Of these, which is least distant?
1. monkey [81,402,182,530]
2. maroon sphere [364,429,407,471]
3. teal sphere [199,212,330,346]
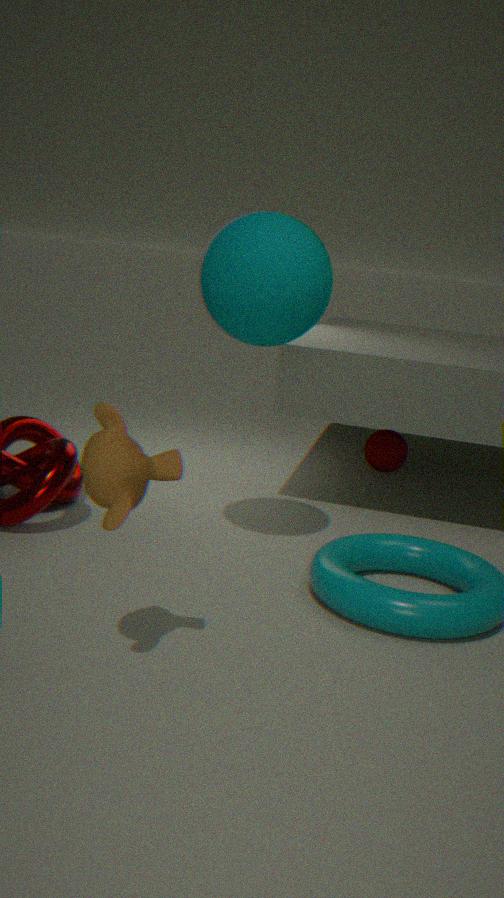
monkey [81,402,182,530]
